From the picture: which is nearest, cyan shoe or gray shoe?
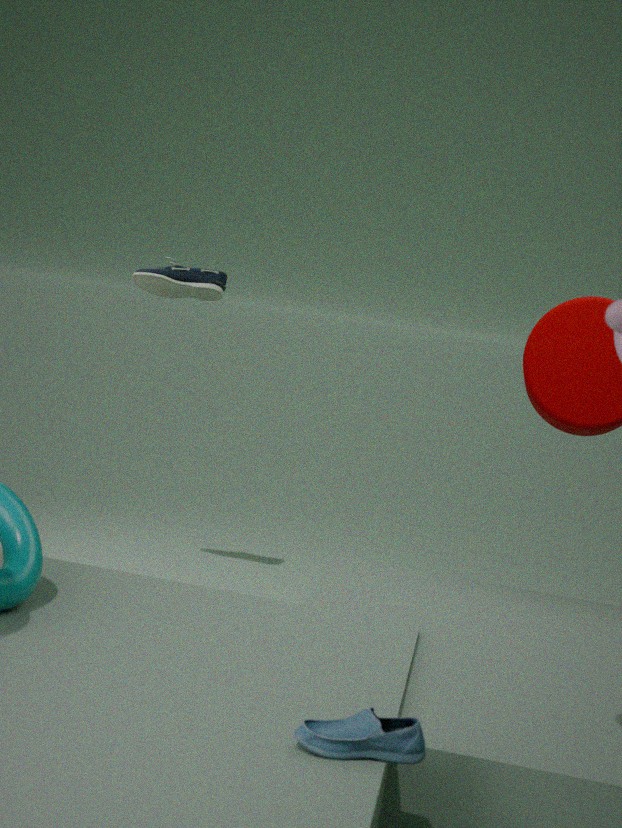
cyan shoe
